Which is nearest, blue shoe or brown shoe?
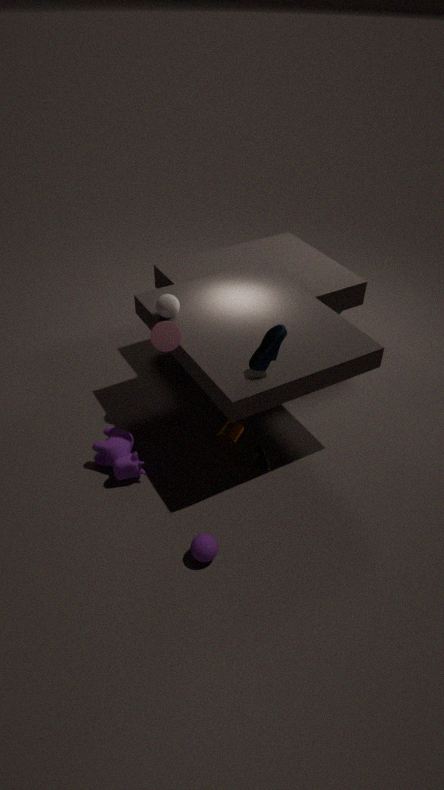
blue shoe
